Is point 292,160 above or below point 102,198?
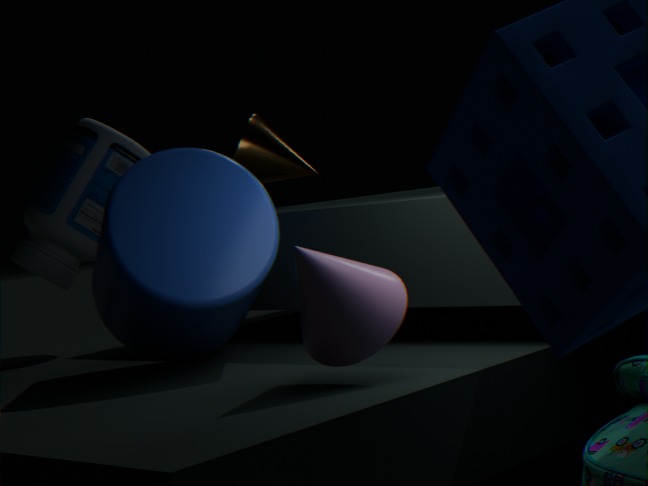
above
